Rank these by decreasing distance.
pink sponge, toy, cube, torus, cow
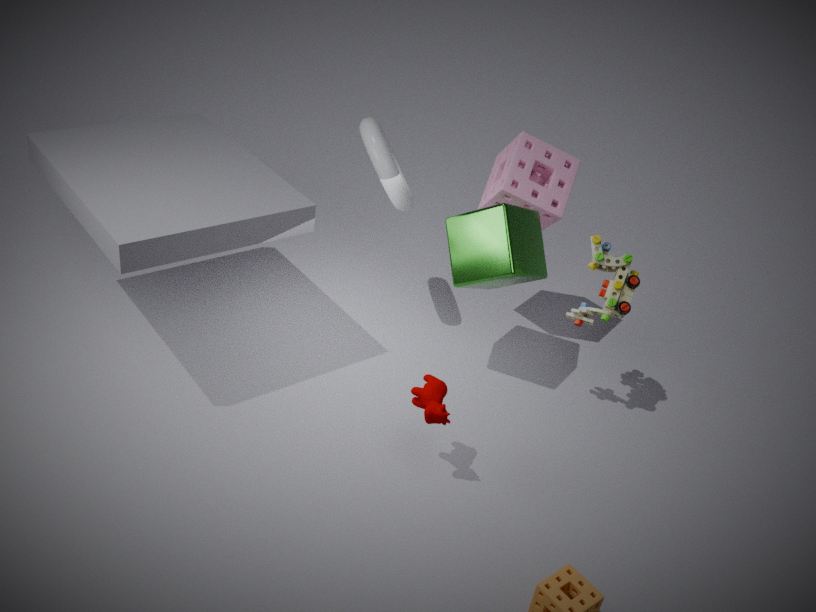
1. pink sponge
2. torus
3. cube
4. toy
5. cow
